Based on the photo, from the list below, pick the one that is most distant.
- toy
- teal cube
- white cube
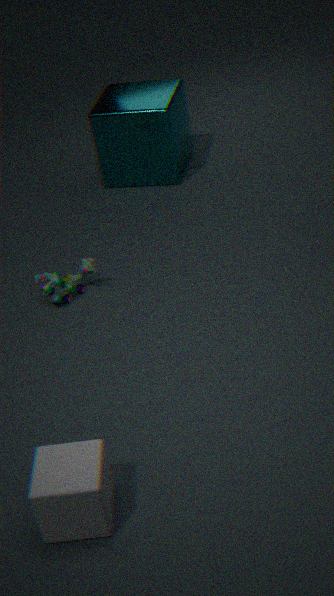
teal cube
